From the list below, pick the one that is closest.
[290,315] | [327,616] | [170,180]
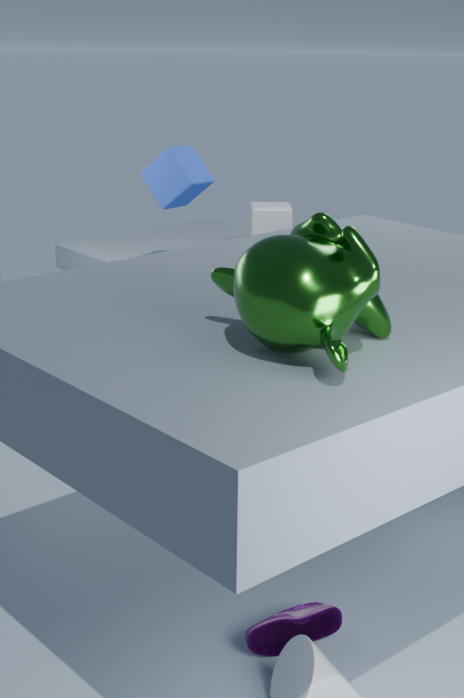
[290,315]
